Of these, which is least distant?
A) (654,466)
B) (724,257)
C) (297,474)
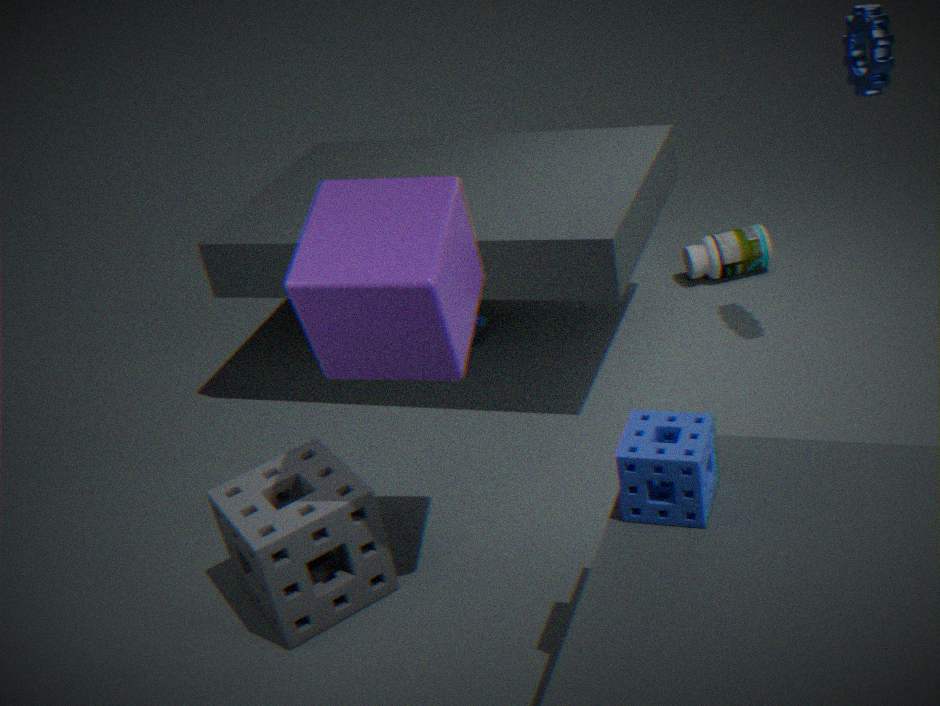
(654,466)
